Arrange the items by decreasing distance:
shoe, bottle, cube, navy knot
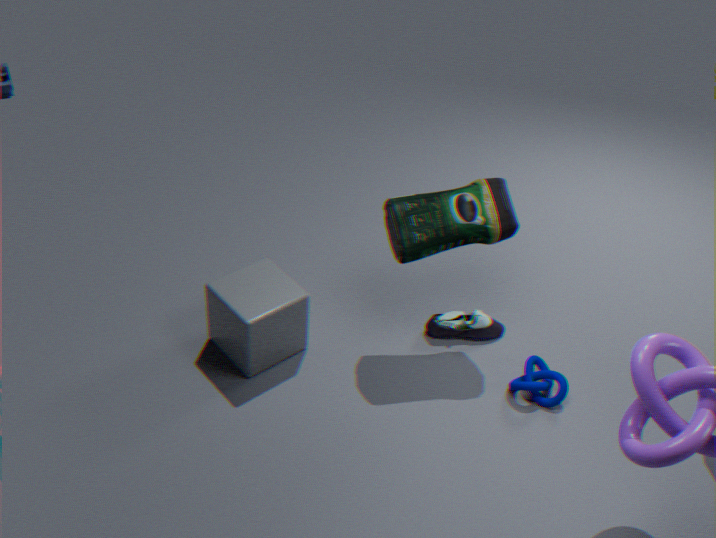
shoe → navy knot → cube → bottle
